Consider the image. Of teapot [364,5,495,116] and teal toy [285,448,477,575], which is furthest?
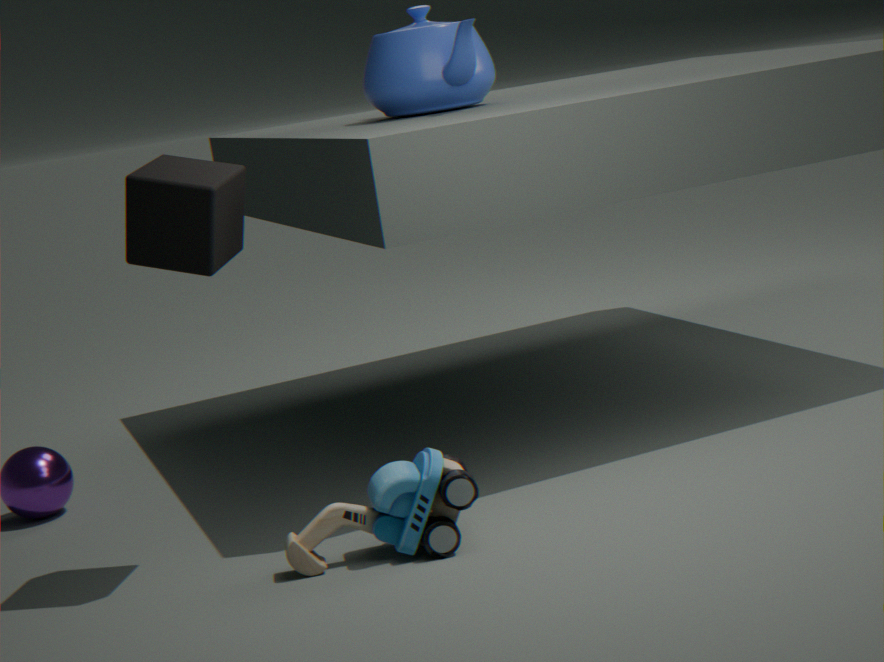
teapot [364,5,495,116]
